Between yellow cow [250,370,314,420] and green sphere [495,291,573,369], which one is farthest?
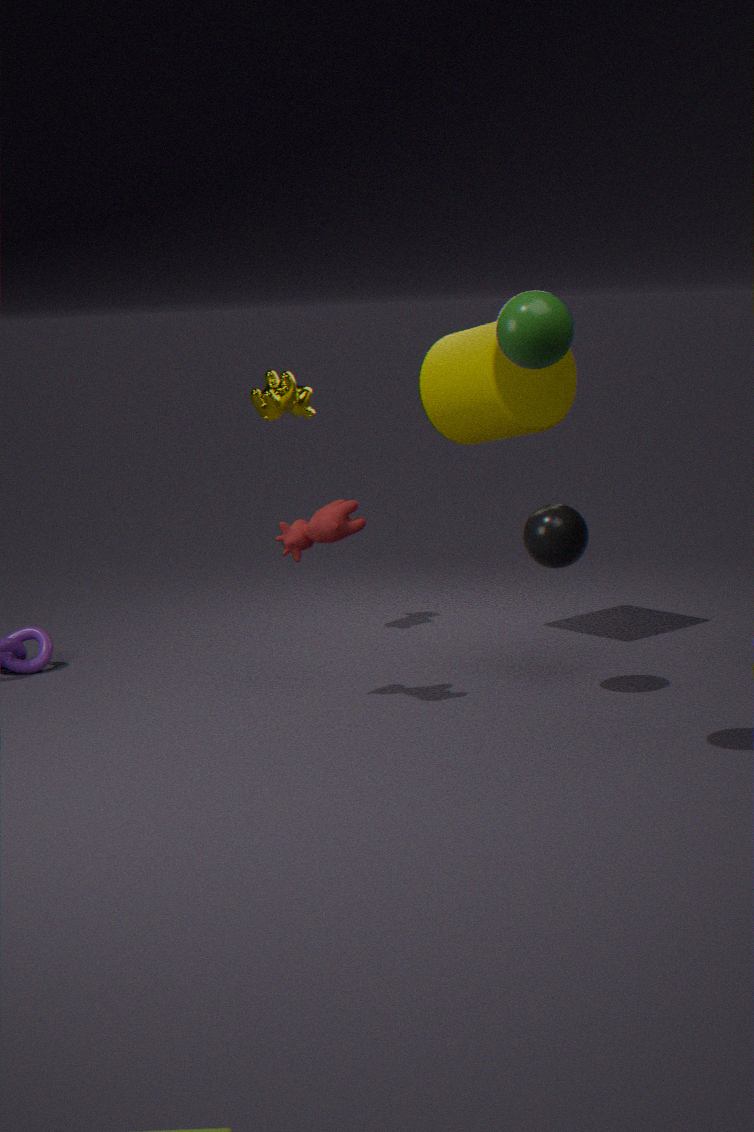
yellow cow [250,370,314,420]
